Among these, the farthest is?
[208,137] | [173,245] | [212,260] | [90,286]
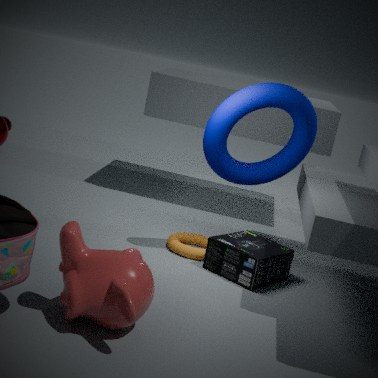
[173,245]
